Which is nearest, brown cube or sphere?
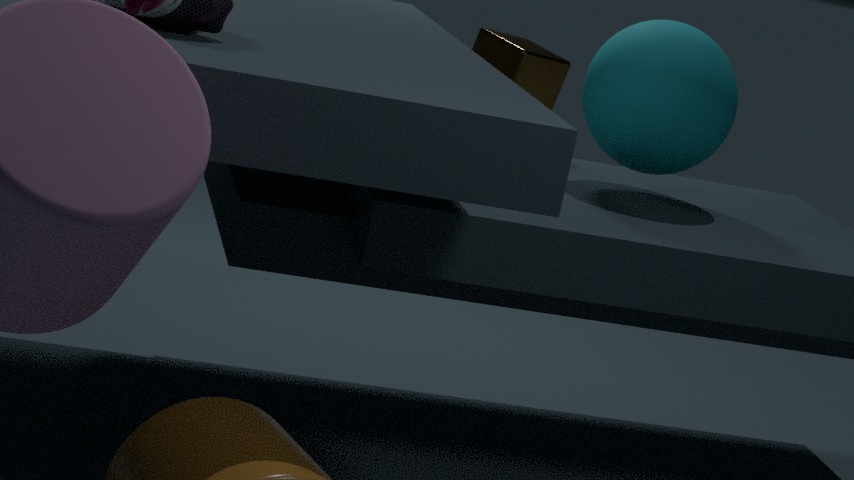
sphere
